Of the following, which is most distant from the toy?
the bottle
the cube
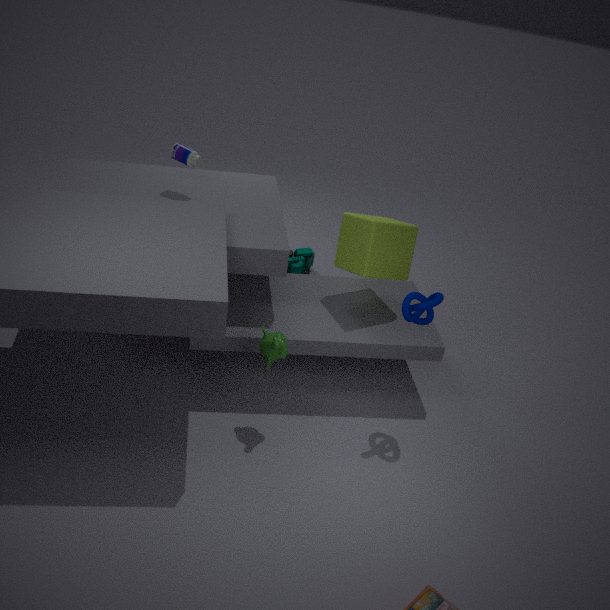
the bottle
